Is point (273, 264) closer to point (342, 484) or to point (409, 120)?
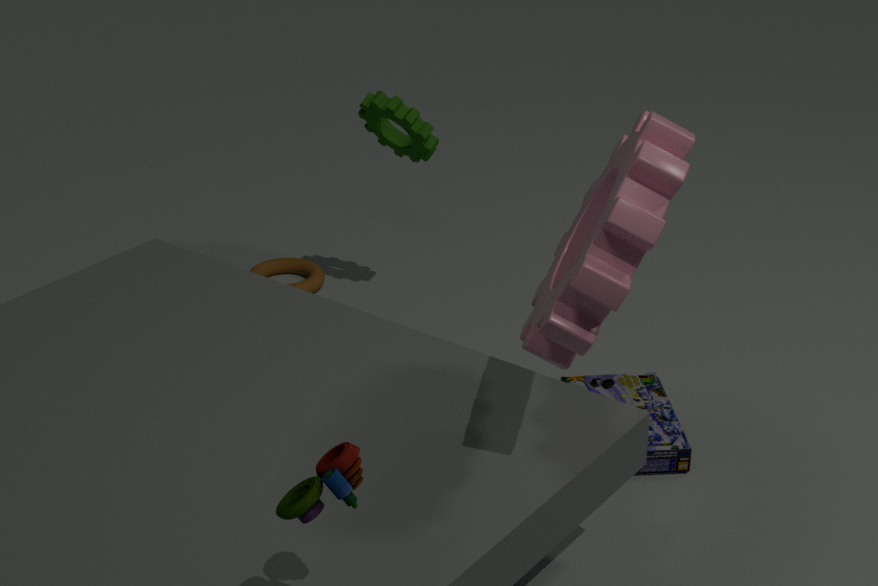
point (409, 120)
